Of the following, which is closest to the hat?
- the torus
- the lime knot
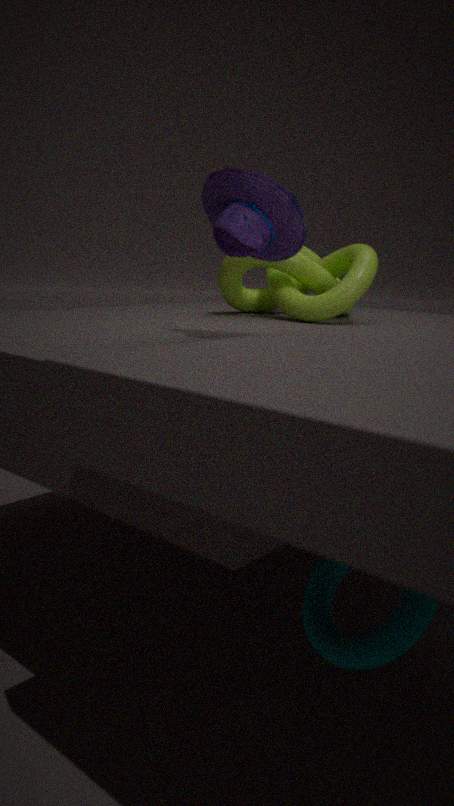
the lime knot
